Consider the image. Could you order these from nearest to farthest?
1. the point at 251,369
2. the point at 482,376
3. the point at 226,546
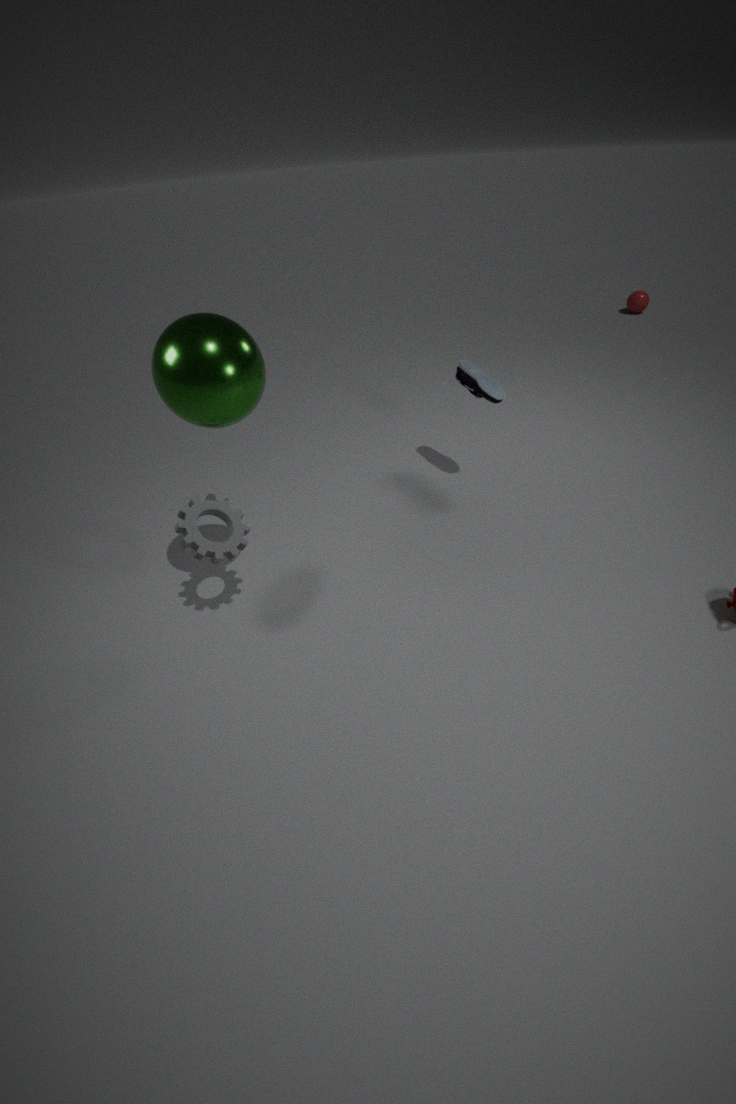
the point at 251,369, the point at 226,546, the point at 482,376
